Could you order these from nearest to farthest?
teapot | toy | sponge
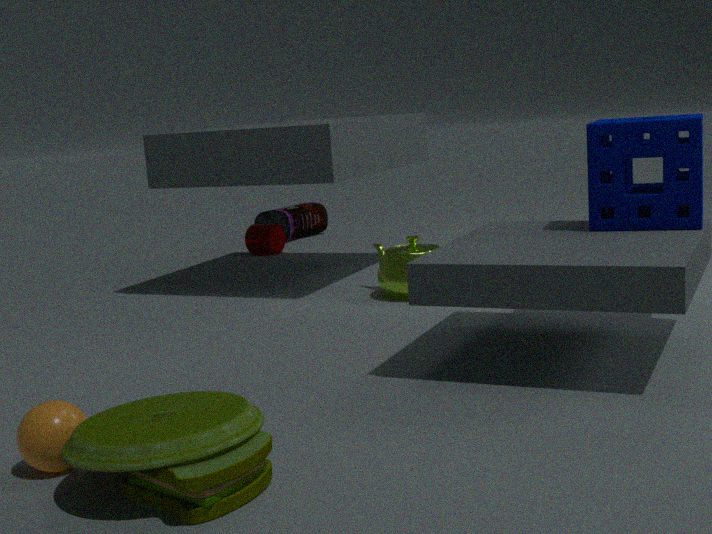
1. toy
2. sponge
3. teapot
